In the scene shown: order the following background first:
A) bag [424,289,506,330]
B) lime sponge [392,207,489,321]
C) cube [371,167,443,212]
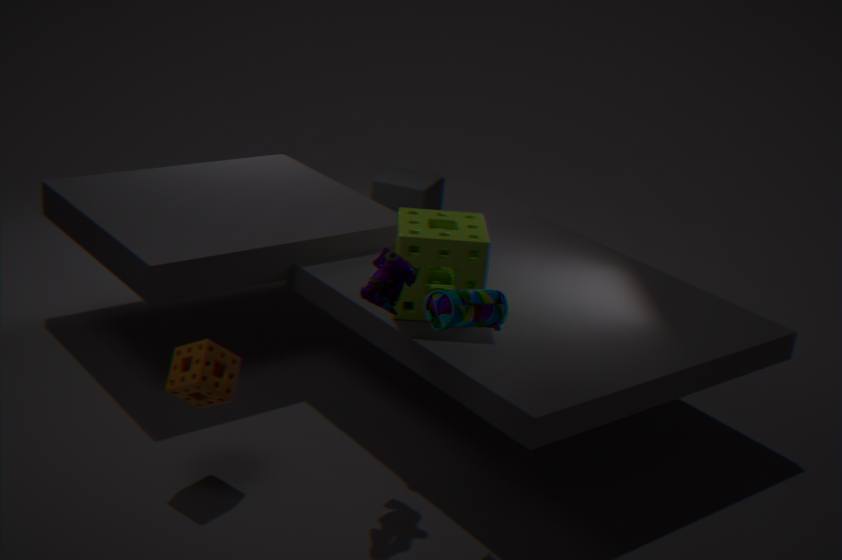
1. cube [371,167,443,212]
2. lime sponge [392,207,489,321]
3. bag [424,289,506,330]
